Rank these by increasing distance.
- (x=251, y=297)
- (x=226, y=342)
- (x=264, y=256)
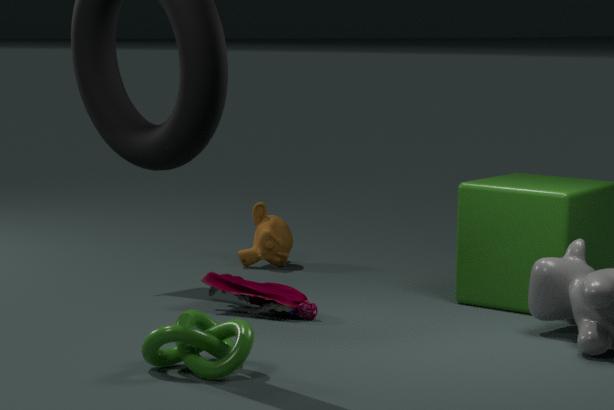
(x=226, y=342) → (x=251, y=297) → (x=264, y=256)
